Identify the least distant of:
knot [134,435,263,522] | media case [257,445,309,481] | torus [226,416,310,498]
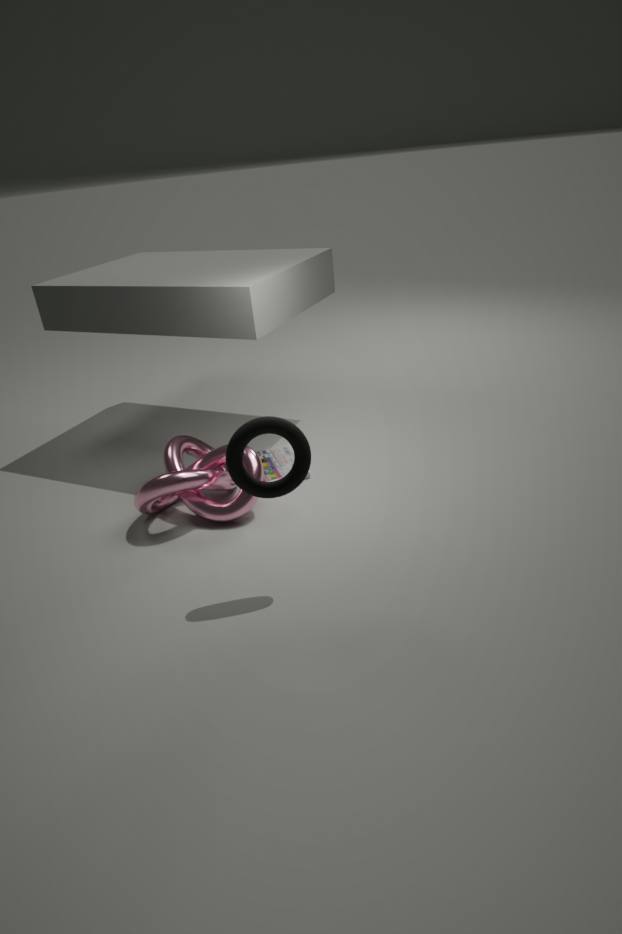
torus [226,416,310,498]
